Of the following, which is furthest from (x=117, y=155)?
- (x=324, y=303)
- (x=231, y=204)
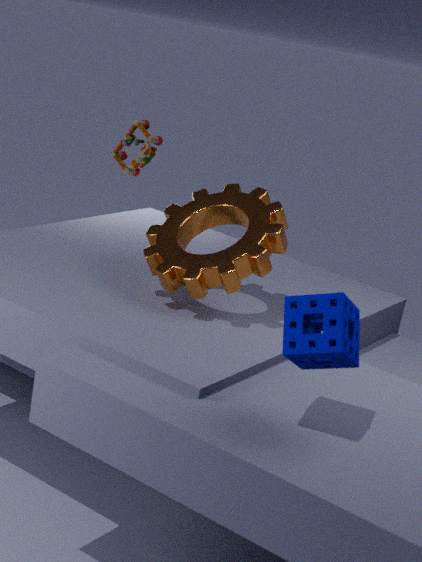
(x=324, y=303)
